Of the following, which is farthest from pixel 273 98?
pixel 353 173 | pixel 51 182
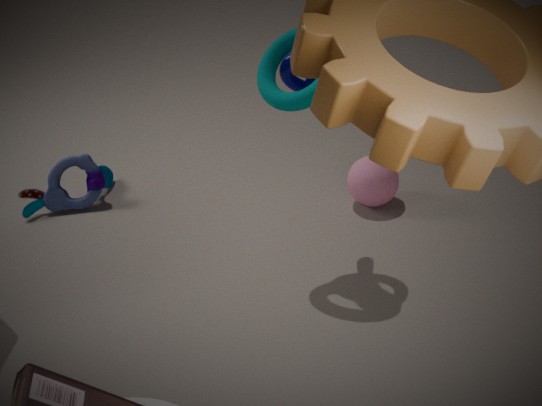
pixel 51 182
